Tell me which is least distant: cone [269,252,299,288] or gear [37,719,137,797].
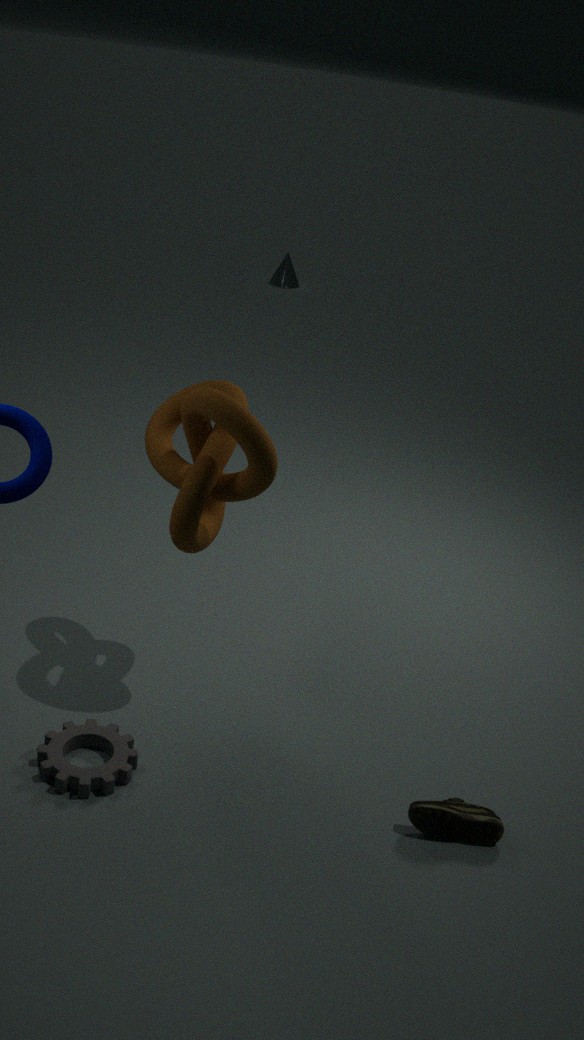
gear [37,719,137,797]
